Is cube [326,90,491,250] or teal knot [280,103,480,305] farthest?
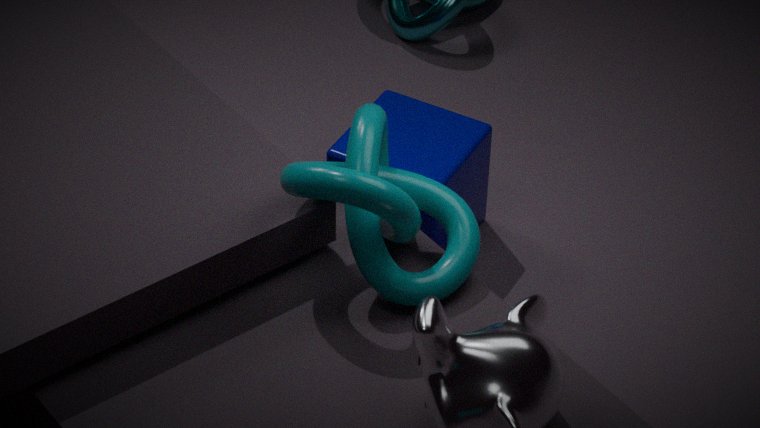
cube [326,90,491,250]
